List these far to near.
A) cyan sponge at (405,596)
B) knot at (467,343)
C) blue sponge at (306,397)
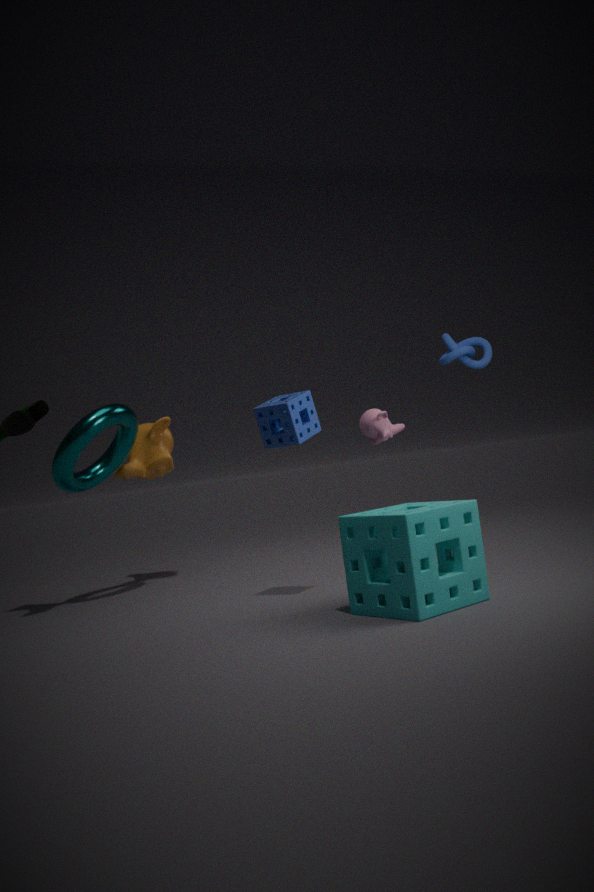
knot at (467,343)
blue sponge at (306,397)
cyan sponge at (405,596)
